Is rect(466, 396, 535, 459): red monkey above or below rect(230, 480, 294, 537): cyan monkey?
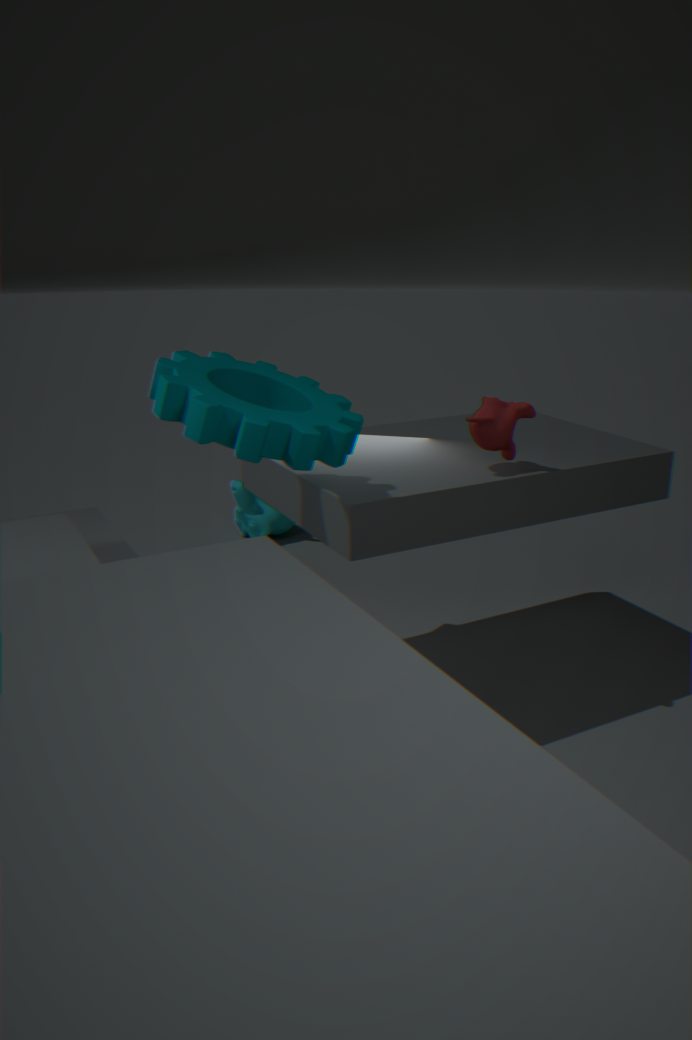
above
